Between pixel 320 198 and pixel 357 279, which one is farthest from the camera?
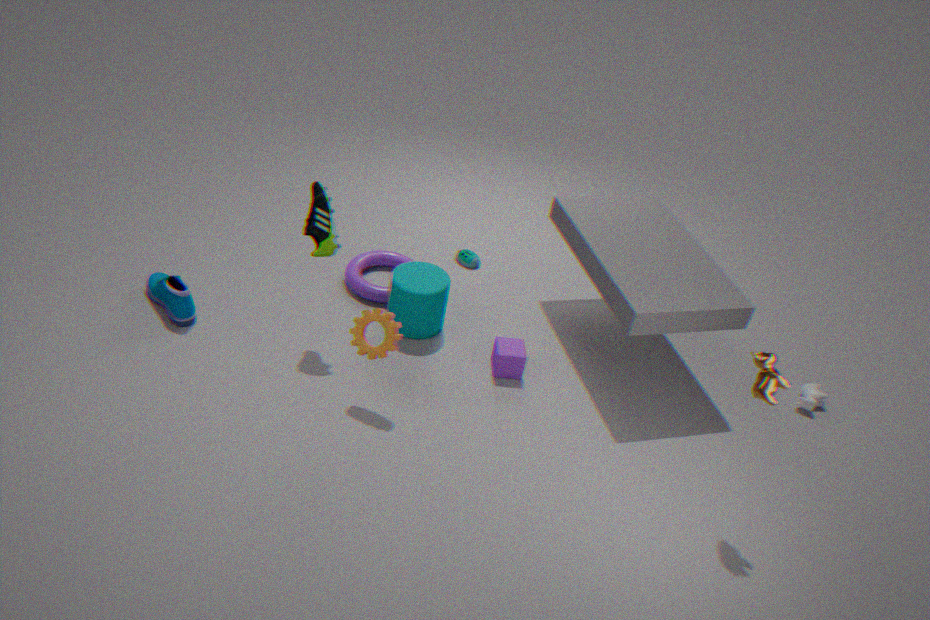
pixel 357 279
